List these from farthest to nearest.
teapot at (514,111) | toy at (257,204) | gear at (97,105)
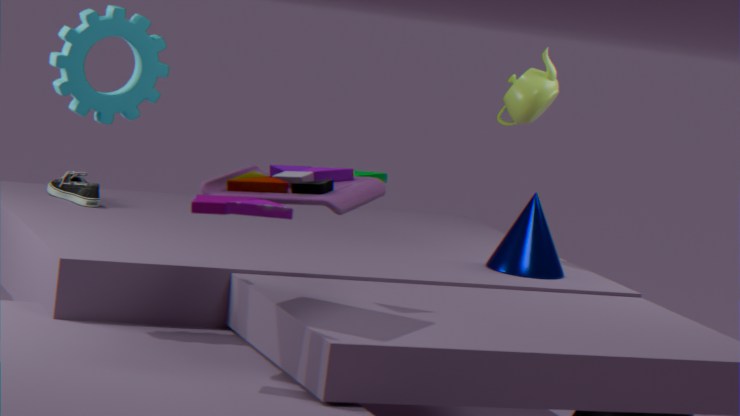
teapot at (514,111), gear at (97,105), toy at (257,204)
